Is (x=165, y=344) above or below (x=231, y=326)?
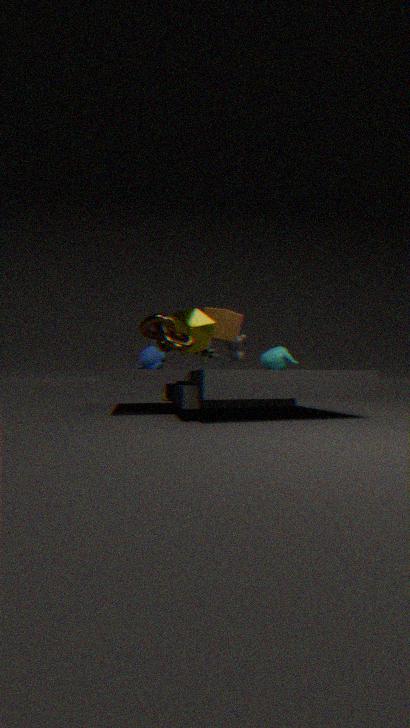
below
